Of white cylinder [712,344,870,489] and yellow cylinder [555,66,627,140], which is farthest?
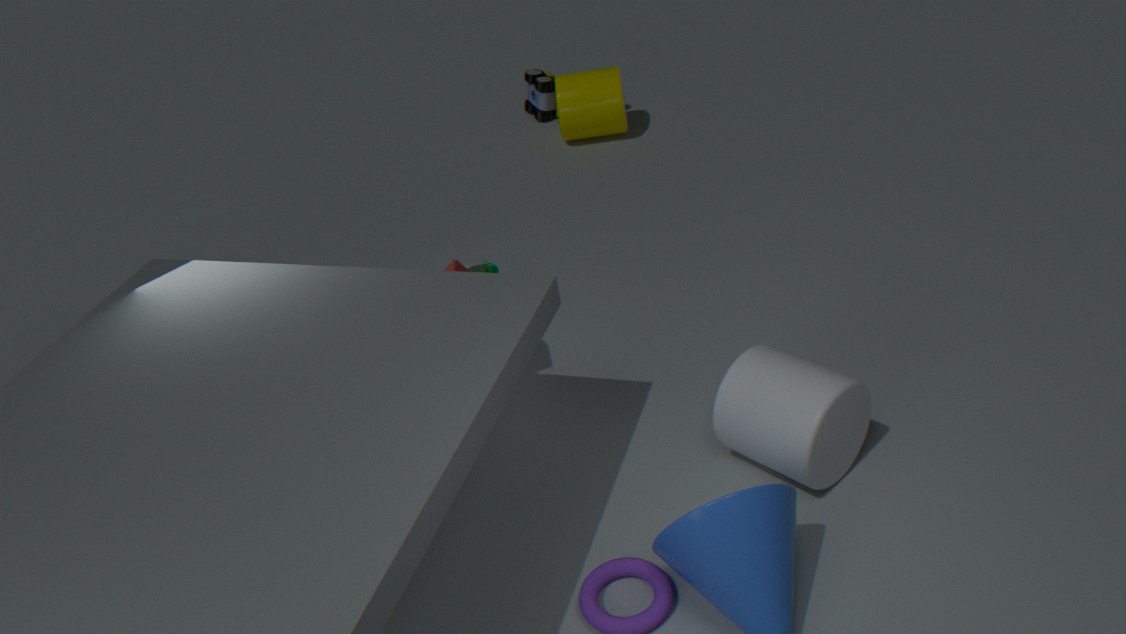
yellow cylinder [555,66,627,140]
